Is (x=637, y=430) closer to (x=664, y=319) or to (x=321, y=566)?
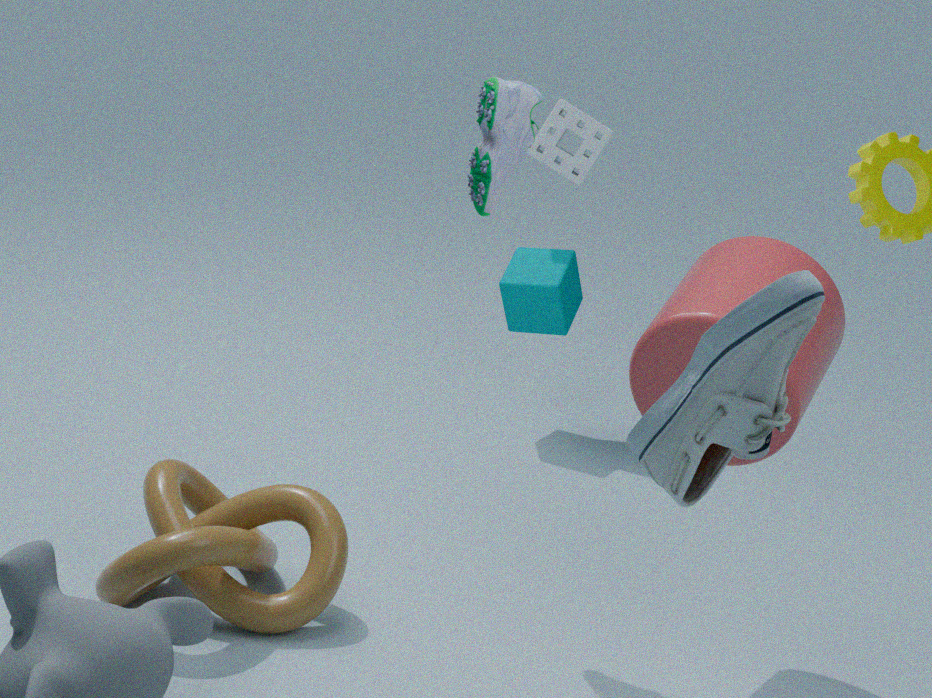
(x=664, y=319)
